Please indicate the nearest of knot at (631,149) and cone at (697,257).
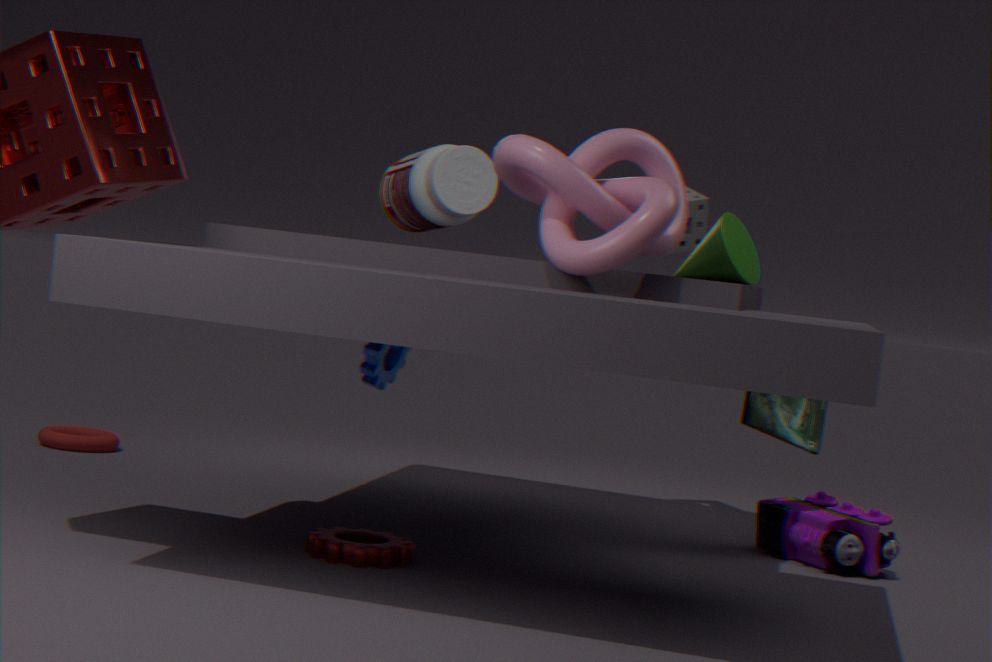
knot at (631,149)
